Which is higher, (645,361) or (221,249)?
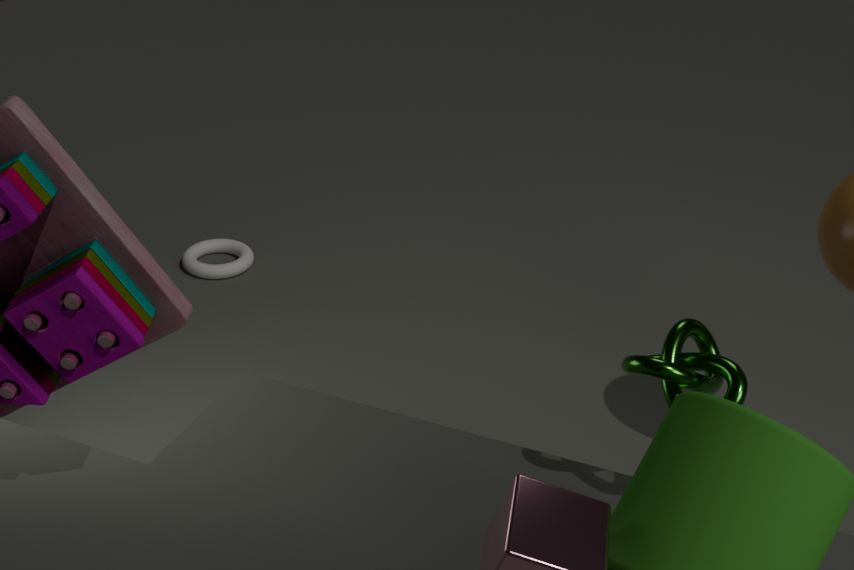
(645,361)
